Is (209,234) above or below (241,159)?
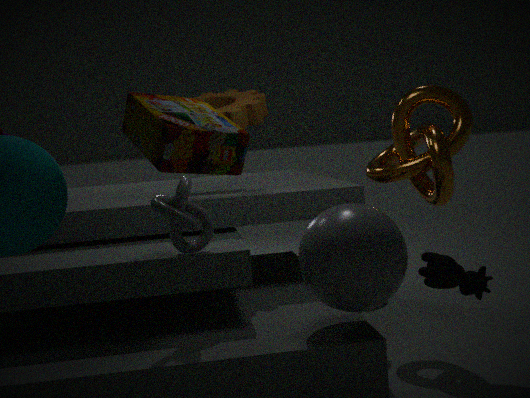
below
